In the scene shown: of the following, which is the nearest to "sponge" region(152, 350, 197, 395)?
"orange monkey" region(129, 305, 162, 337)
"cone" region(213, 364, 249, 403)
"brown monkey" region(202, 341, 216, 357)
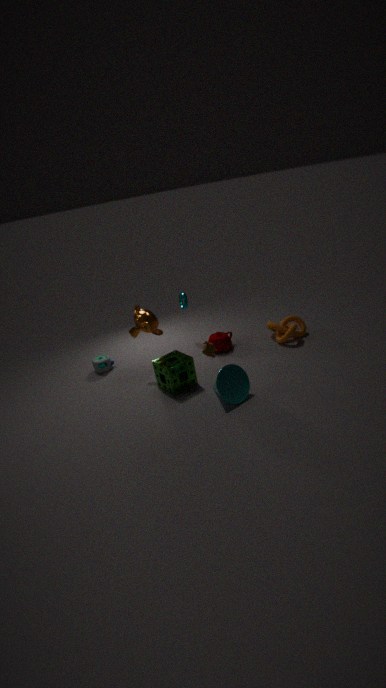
"brown monkey" region(202, 341, 216, 357)
